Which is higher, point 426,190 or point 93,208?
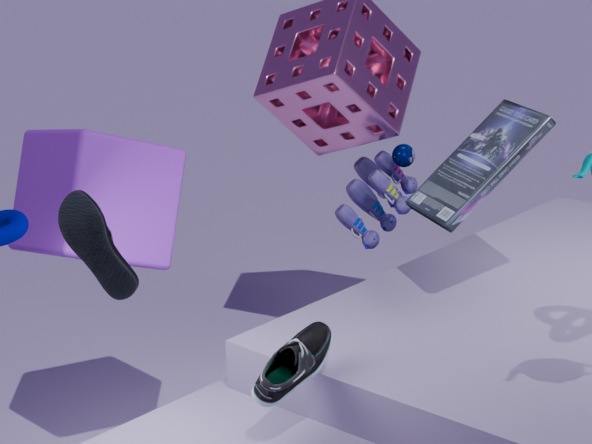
point 93,208
